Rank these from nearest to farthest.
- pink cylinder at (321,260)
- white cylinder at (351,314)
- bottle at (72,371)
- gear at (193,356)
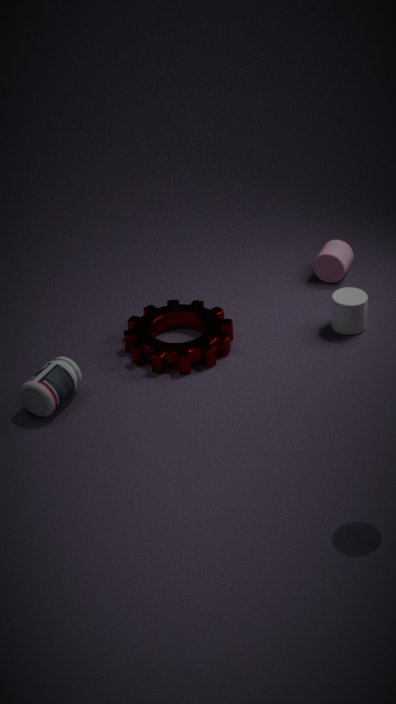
bottle at (72,371), gear at (193,356), white cylinder at (351,314), pink cylinder at (321,260)
